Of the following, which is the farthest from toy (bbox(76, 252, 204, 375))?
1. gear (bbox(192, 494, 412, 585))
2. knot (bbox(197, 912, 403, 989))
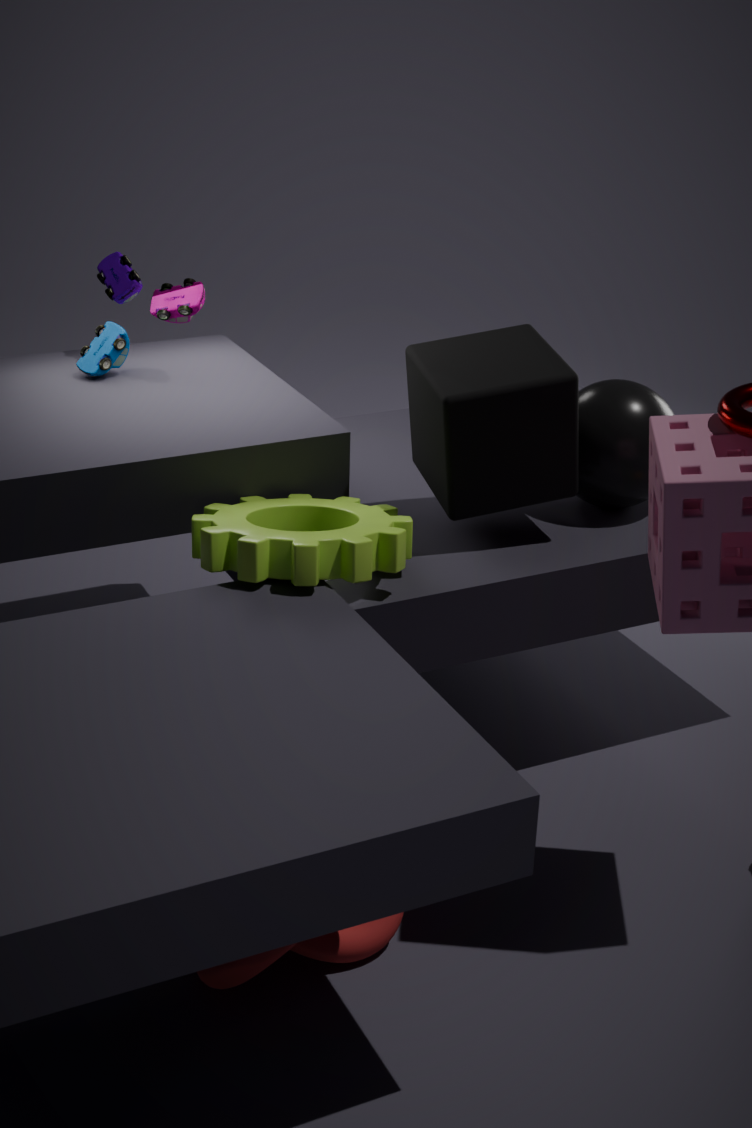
knot (bbox(197, 912, 403, 989))
